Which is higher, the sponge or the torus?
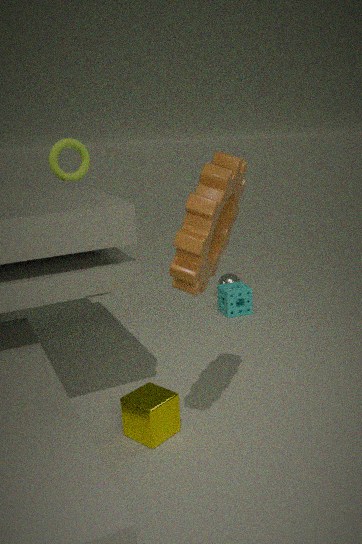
the torus
